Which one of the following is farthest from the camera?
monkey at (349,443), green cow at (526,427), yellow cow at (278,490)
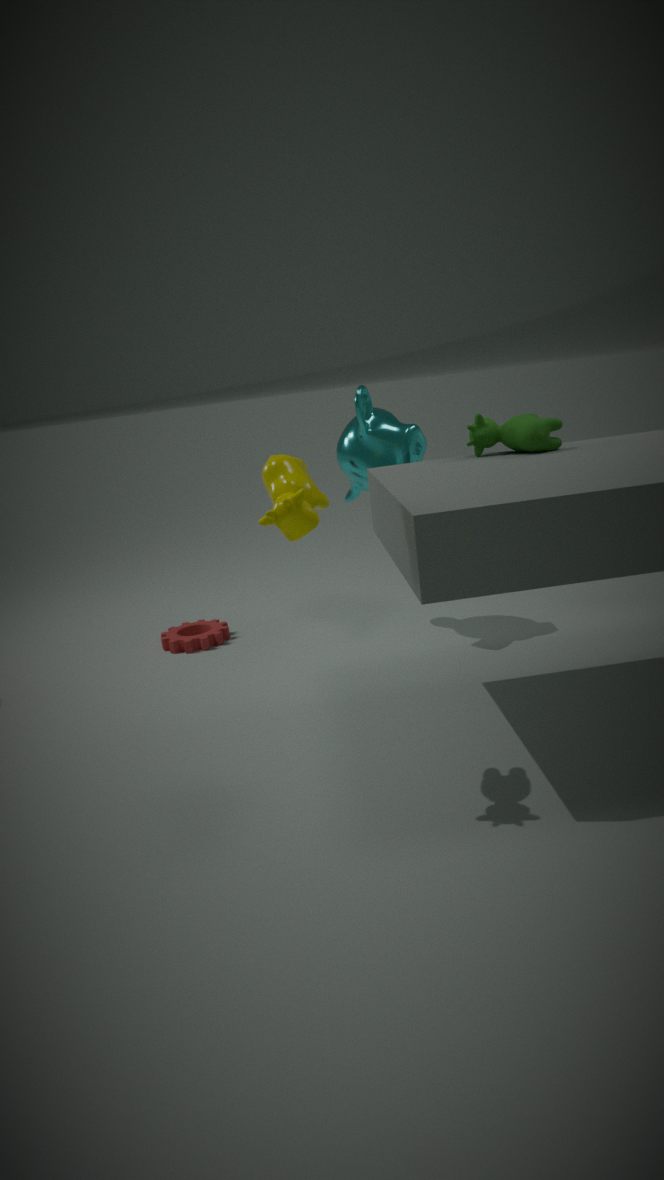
monkey at (349,443)
